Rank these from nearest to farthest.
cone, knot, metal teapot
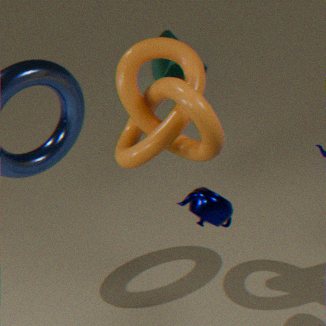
metal teapot, knot, cone
